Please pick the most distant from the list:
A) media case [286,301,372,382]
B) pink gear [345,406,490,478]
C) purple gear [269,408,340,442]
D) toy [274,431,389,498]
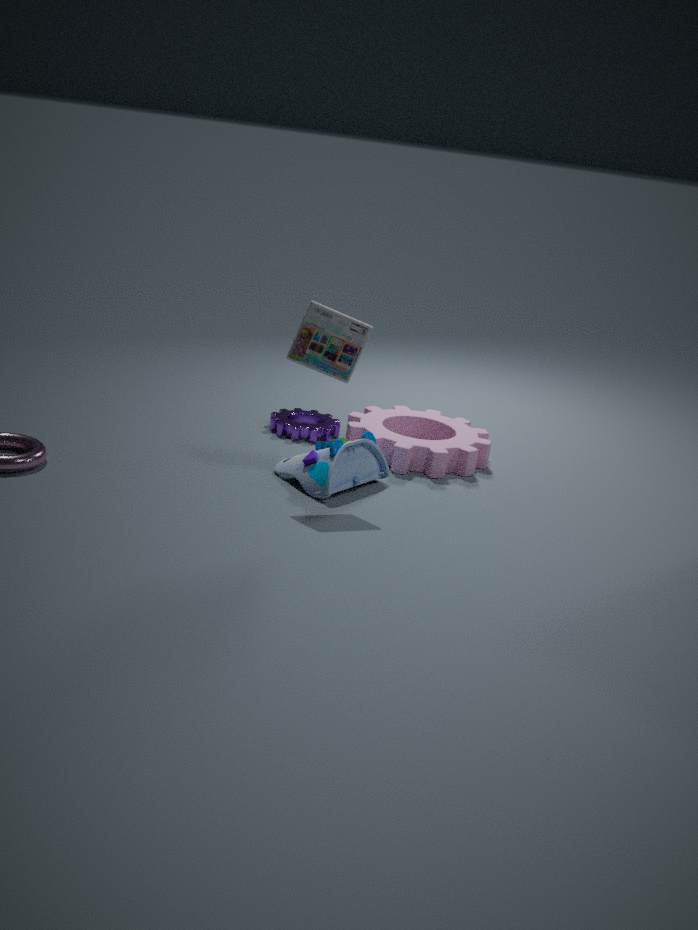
purple gear [269,408,340,442]
